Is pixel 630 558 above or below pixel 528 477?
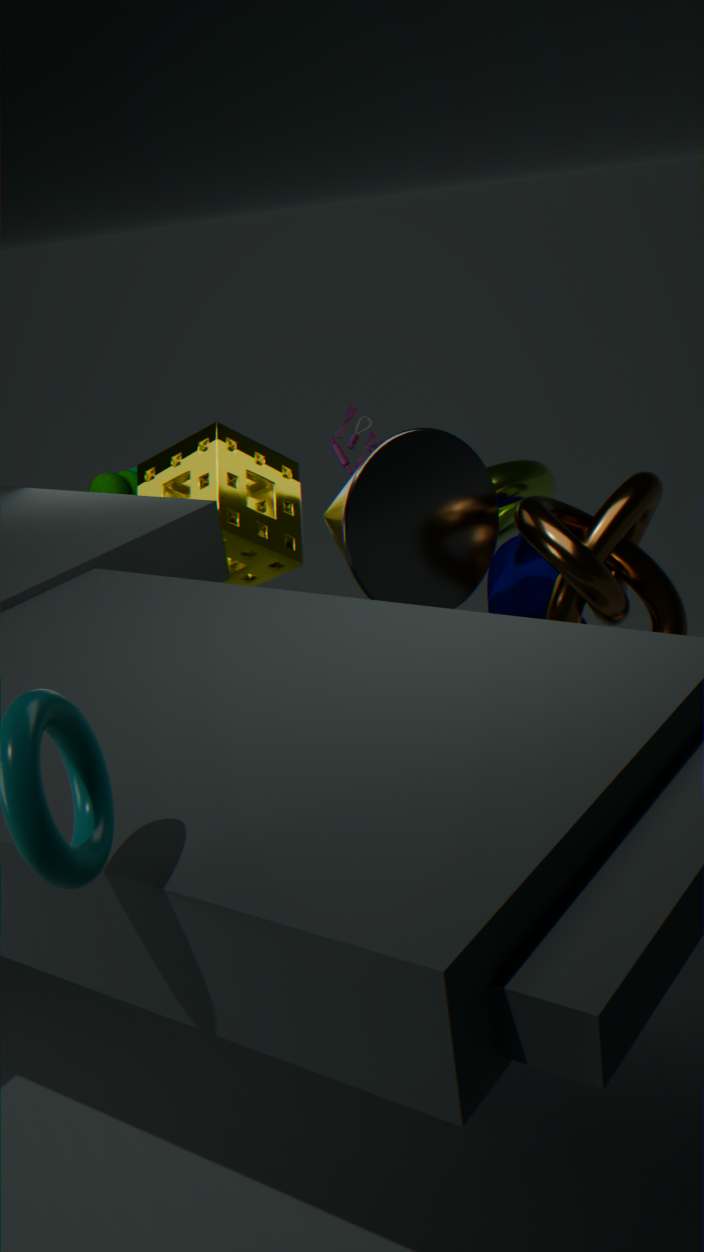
below
